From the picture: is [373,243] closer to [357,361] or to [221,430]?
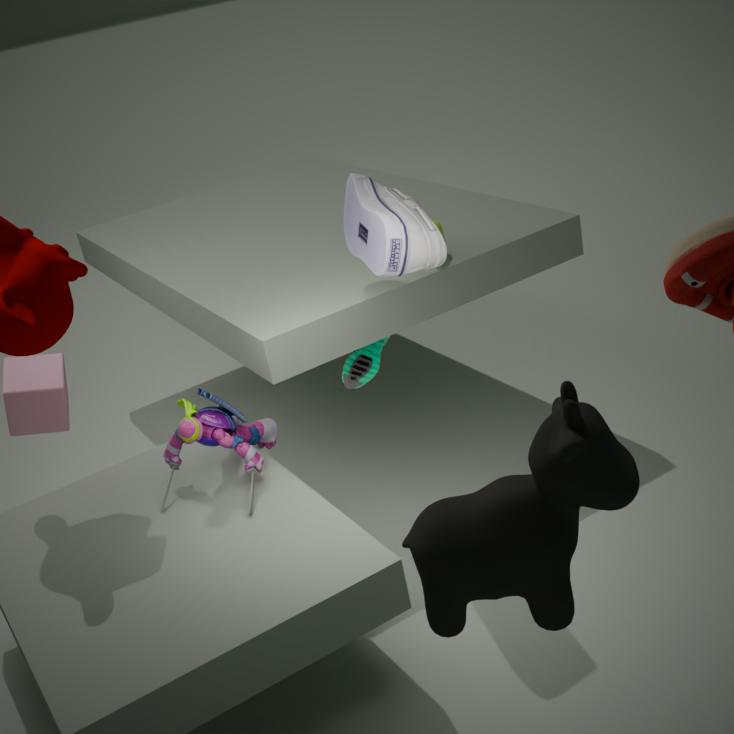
[357,361]
